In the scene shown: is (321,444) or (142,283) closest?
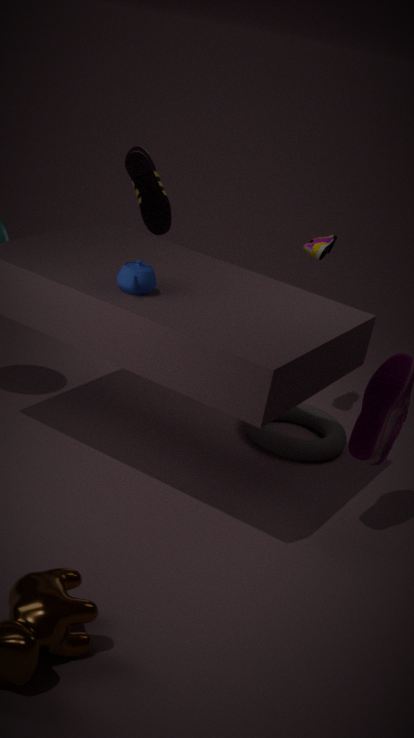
(142,283)
